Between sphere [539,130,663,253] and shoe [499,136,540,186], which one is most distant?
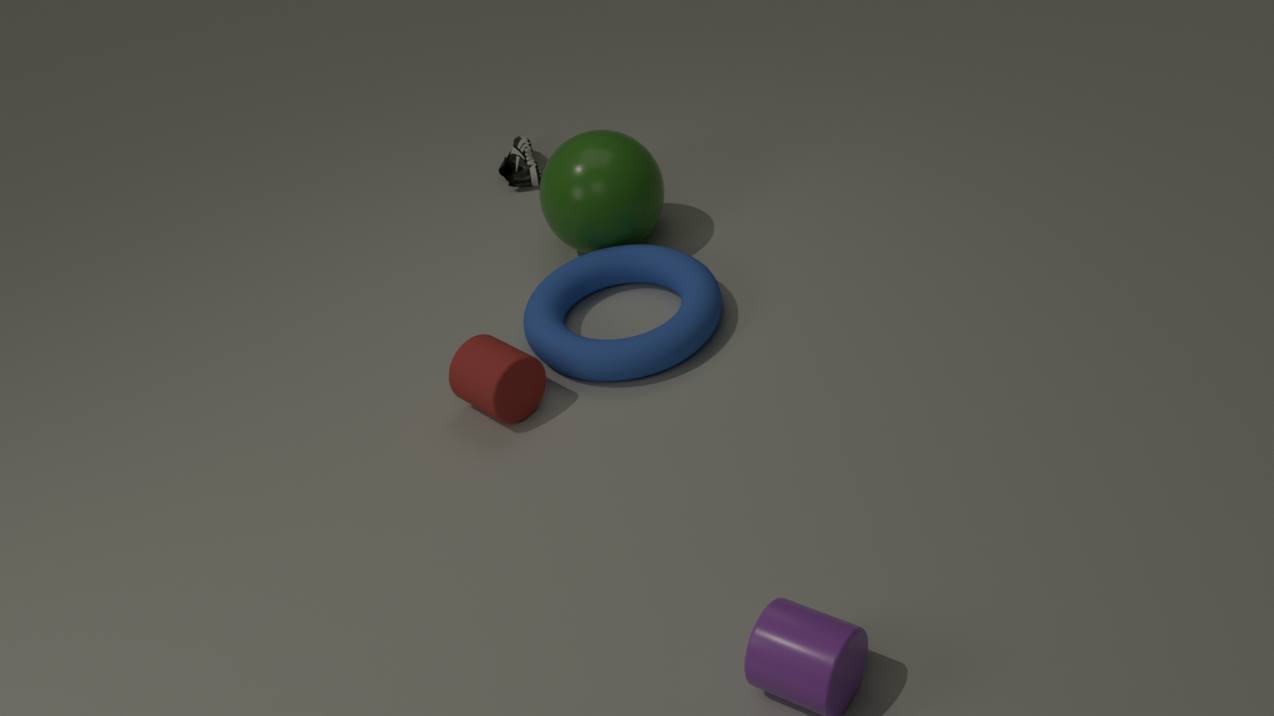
shoe [499,136,540,186]
